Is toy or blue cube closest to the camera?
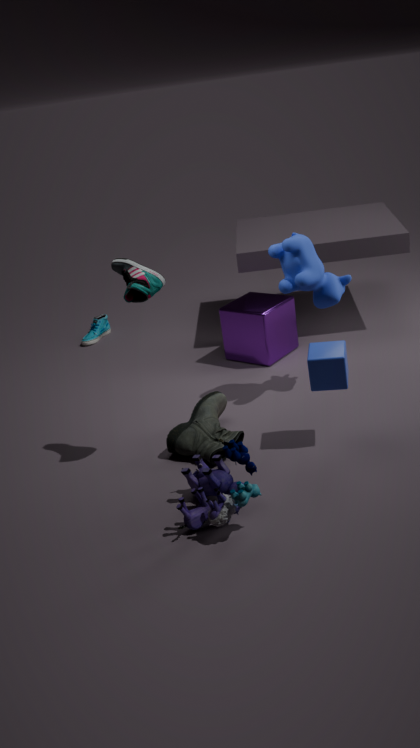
toy
